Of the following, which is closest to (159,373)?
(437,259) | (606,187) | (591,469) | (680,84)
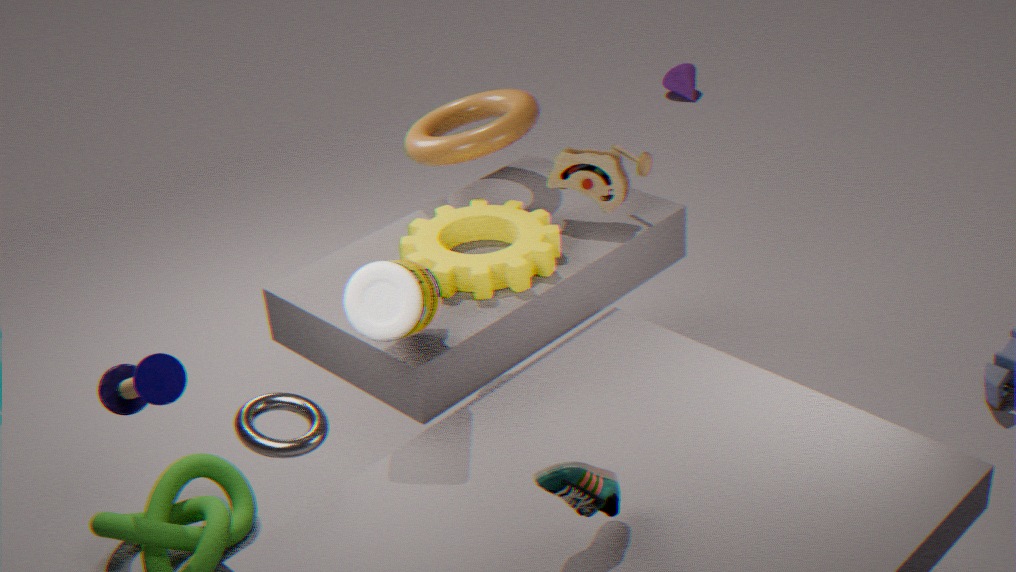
(437,259)
